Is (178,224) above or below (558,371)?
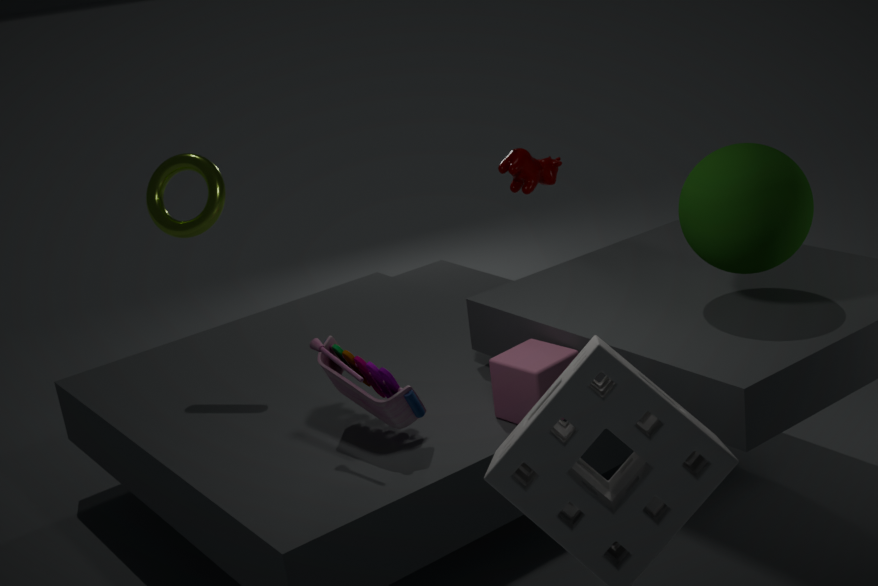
above
